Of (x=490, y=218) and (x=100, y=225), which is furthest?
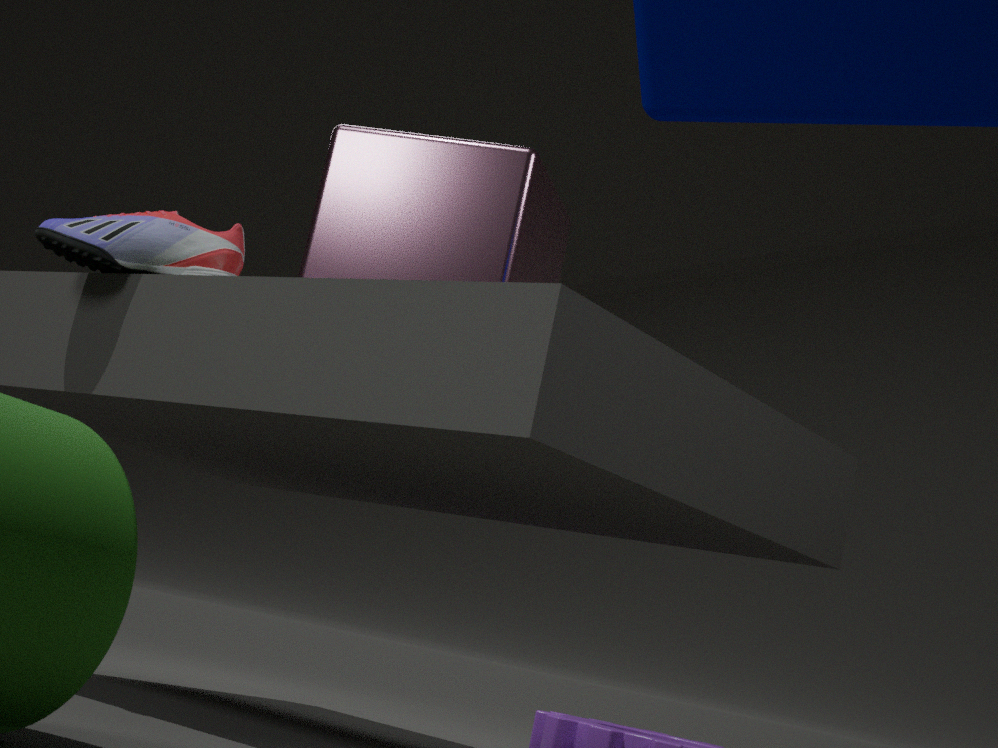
(x=490, y=218)
